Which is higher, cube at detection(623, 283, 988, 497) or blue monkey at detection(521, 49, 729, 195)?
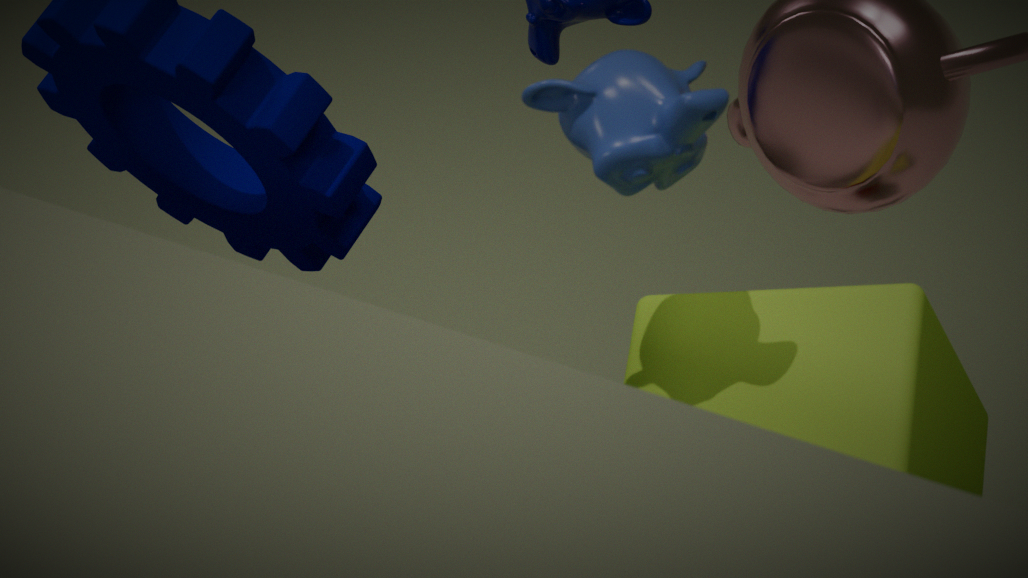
blue monkey at detection(521, 49, 729, 195)
